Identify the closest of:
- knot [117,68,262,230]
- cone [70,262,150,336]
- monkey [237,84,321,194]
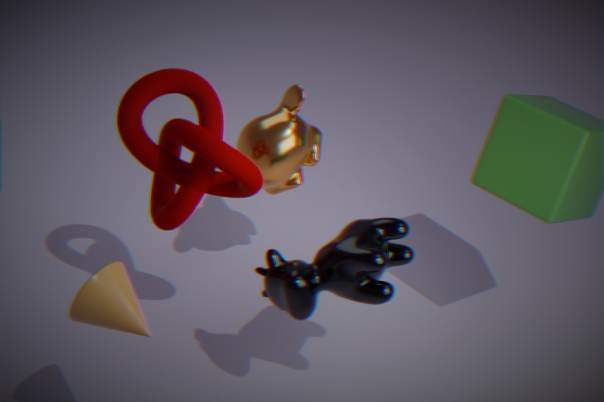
cone [70,262,150,336]
